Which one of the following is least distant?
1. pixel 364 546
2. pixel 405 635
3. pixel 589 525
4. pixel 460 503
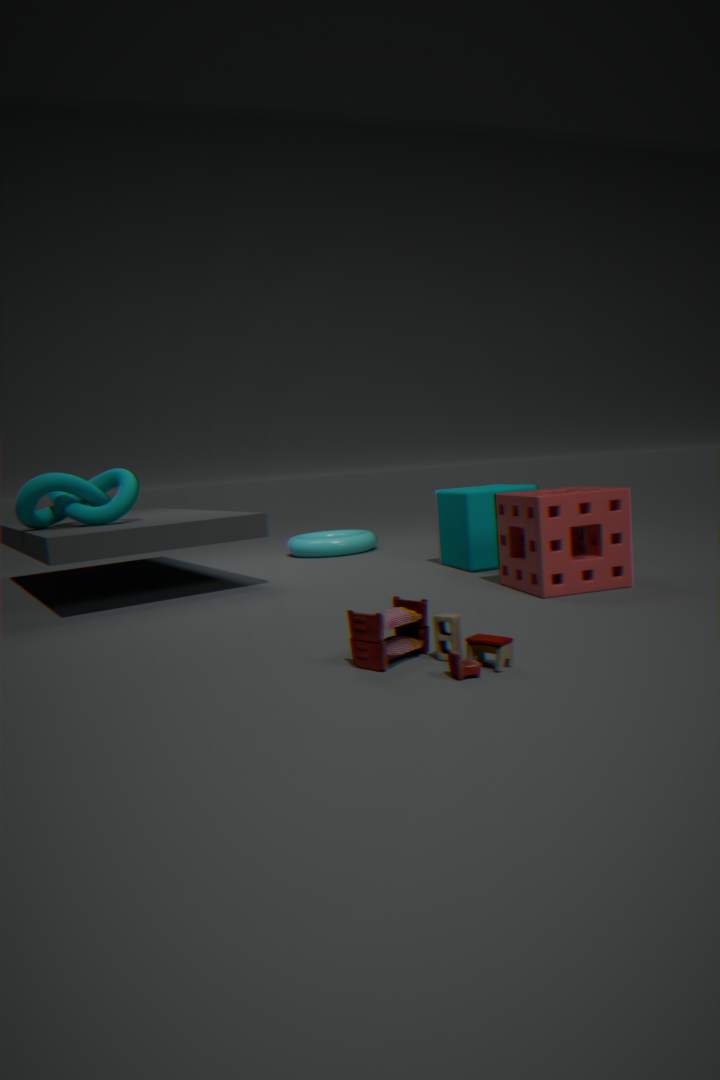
pixel 405 635
